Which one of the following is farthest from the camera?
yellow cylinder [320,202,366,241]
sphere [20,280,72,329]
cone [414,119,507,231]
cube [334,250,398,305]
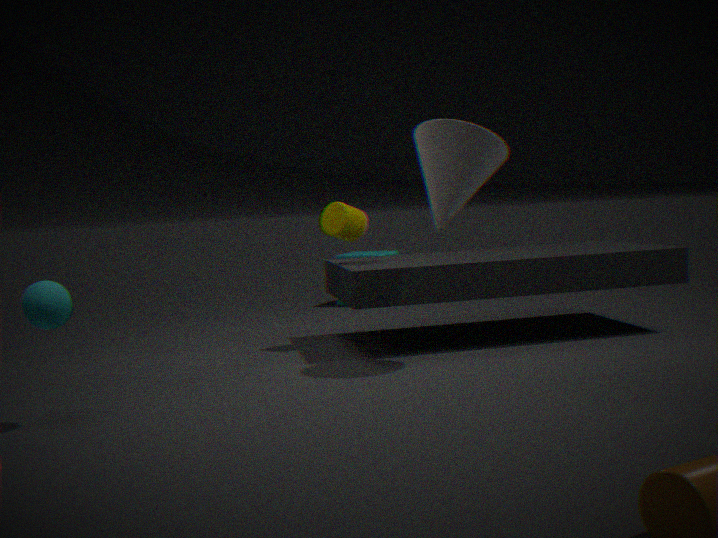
cube [334,250,398,305]
